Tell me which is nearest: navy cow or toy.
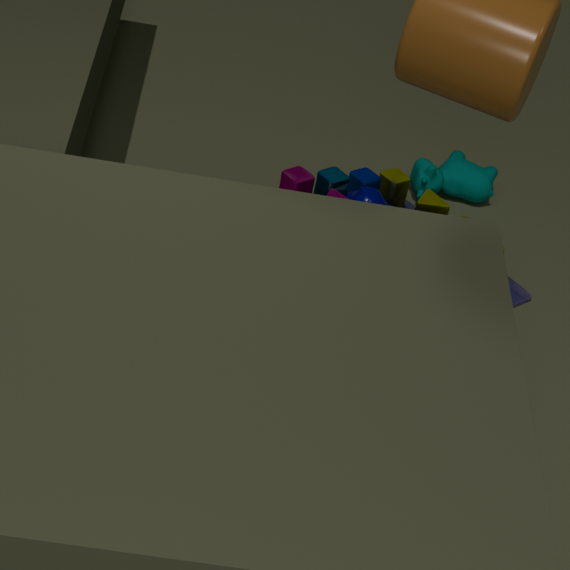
toy
